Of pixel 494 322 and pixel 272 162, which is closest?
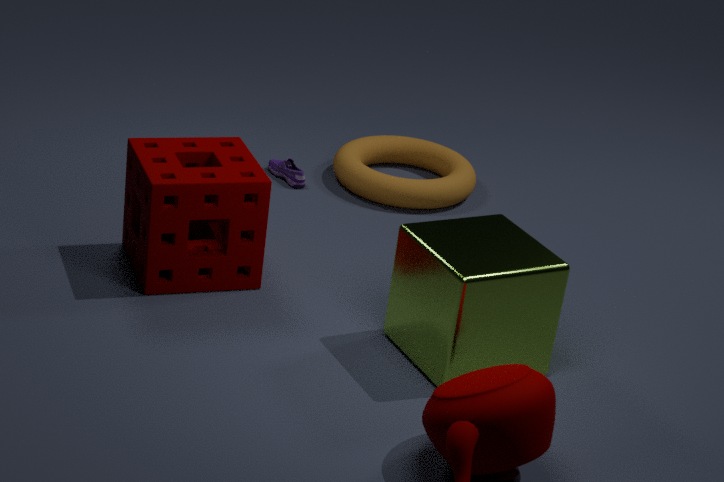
pixel 494 322
